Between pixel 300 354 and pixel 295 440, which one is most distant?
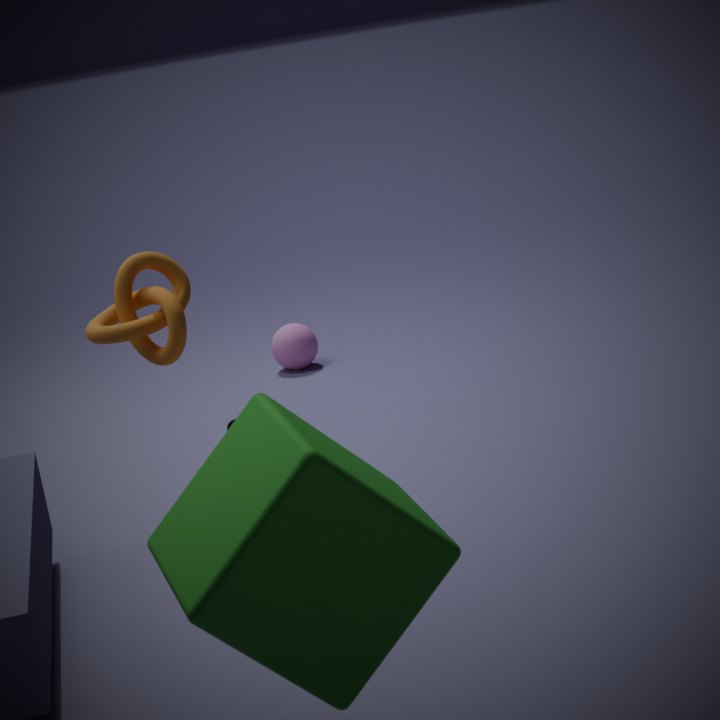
pixel 300 354
